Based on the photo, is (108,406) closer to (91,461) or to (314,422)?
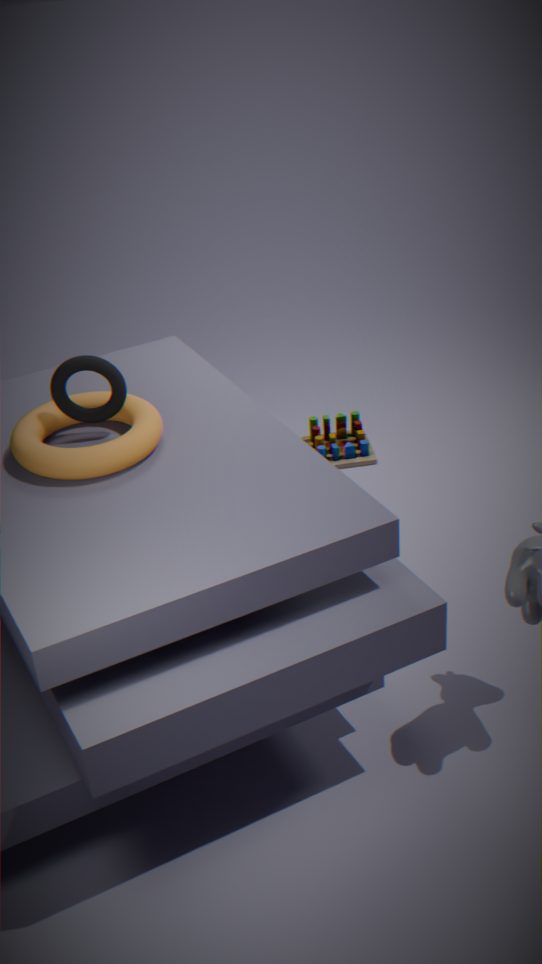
(91,461)
